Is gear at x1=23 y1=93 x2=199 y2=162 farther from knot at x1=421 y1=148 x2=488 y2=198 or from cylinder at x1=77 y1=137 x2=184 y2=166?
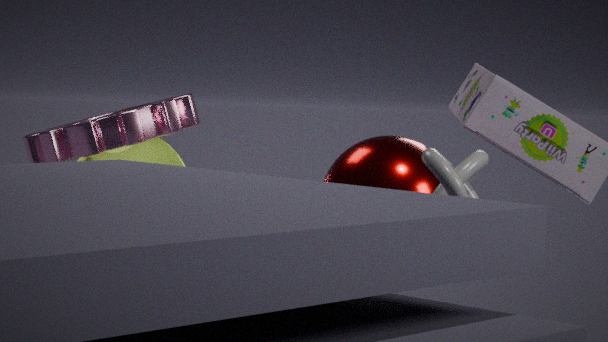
knot at x1=421 y1=148 x2=488 y2=198
